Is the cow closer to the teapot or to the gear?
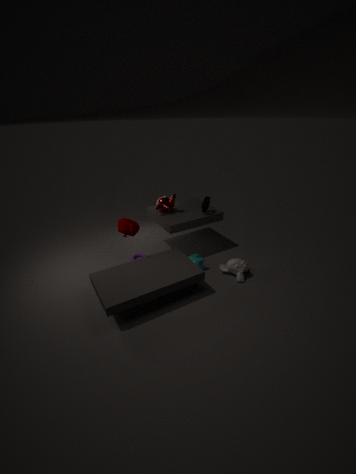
the gear
